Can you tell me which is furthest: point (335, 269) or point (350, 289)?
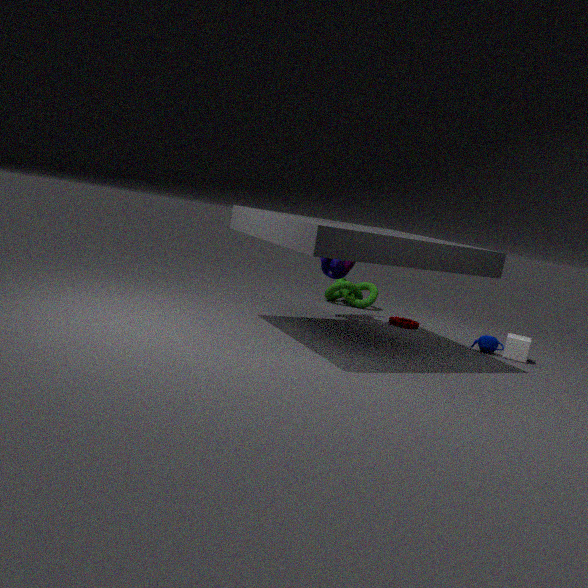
point (350, 289)
